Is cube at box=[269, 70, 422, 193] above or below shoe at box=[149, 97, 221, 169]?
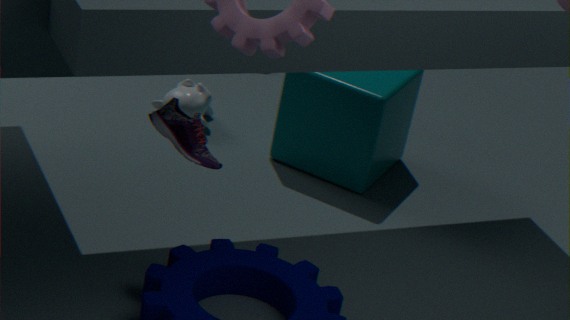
below
